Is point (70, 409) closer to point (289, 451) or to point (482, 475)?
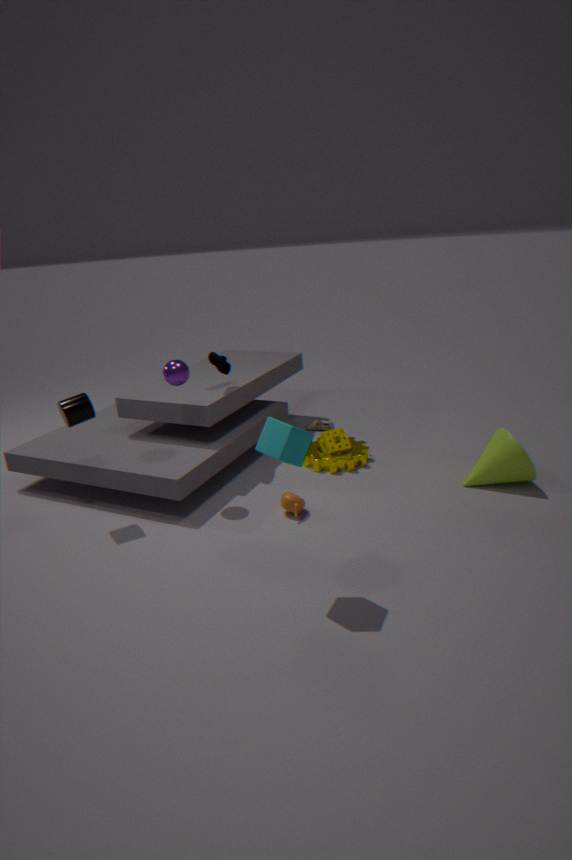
point (289, 451)
